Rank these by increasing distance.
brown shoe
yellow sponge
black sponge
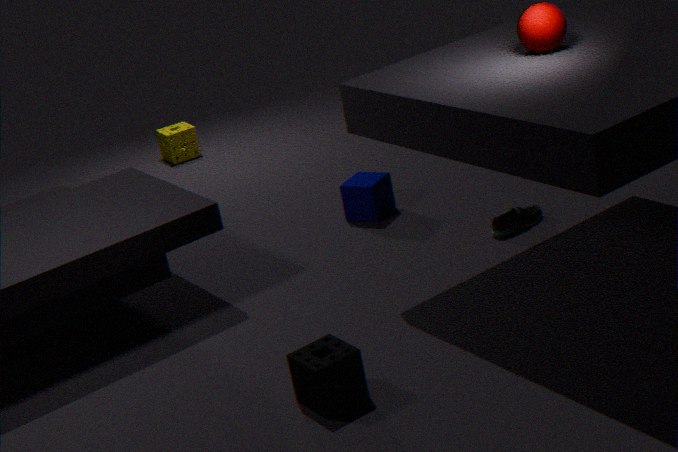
black sponge → brown shoe → yellow sponge
